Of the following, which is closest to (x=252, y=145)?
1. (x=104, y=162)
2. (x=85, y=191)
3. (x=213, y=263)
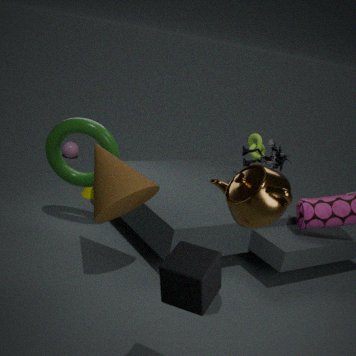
(x=85, y=191)
